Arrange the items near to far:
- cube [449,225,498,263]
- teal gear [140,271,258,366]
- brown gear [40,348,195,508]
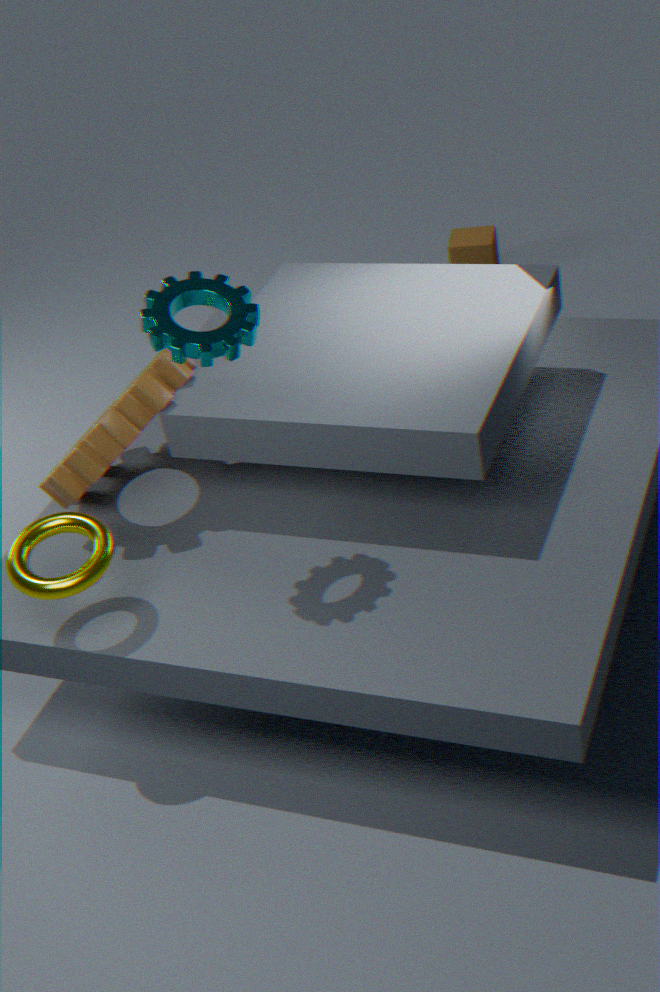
teal gear [140,271,258,366], brown gear [40,348,195,508], cube [449,225,498,263]
